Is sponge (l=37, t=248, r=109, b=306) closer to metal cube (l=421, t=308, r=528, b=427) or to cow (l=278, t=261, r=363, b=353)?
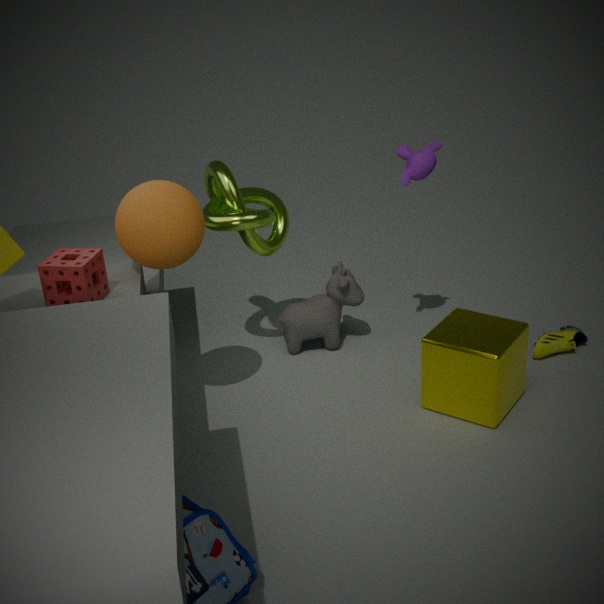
cow (l=278, t=261, r=363, b=353)
